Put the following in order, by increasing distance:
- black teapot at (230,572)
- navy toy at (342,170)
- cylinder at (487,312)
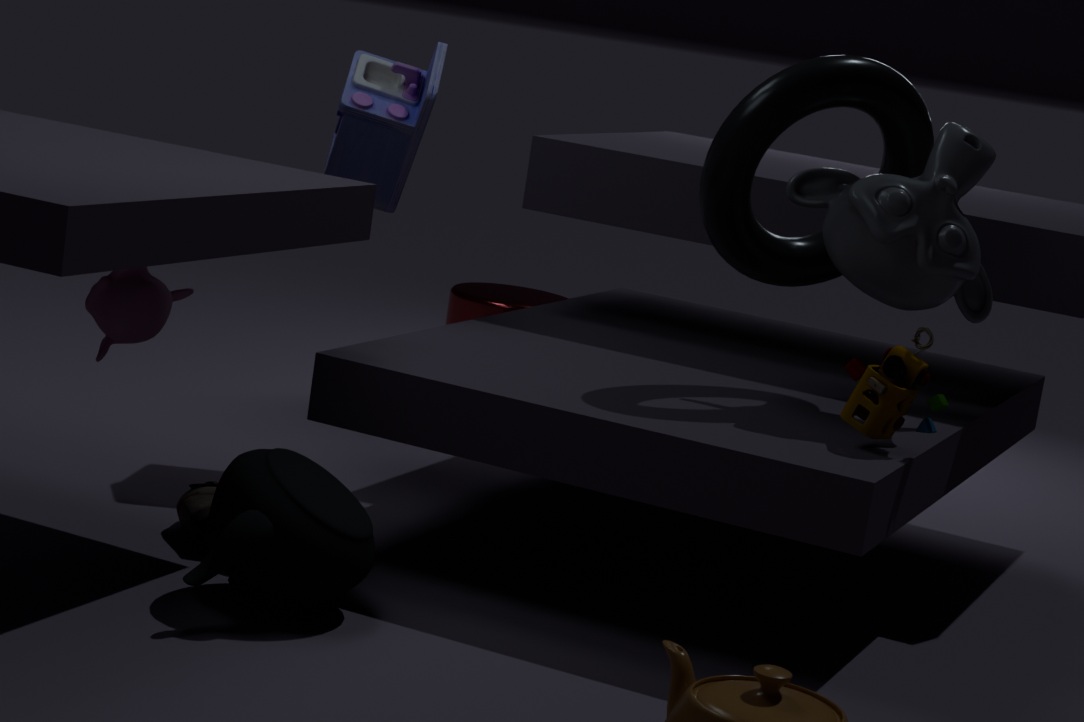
black teapot at (230,572)
navy toy at (342,170)
cylinder at (487,312)
